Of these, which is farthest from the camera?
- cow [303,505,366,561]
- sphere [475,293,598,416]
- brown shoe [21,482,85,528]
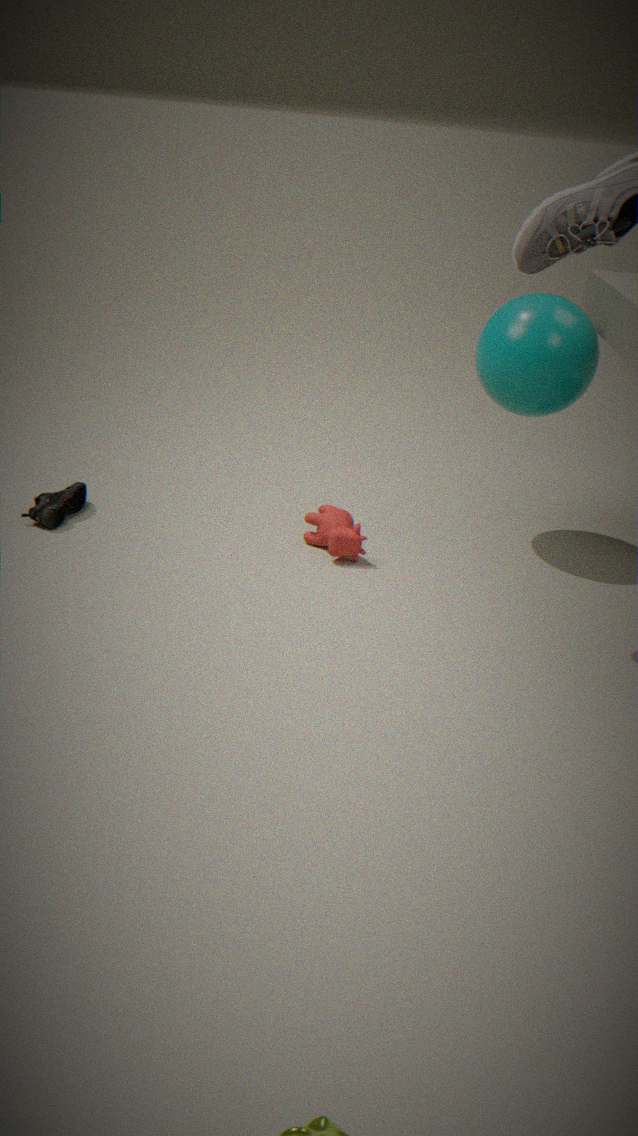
brown shoe [21,482,85,528]
